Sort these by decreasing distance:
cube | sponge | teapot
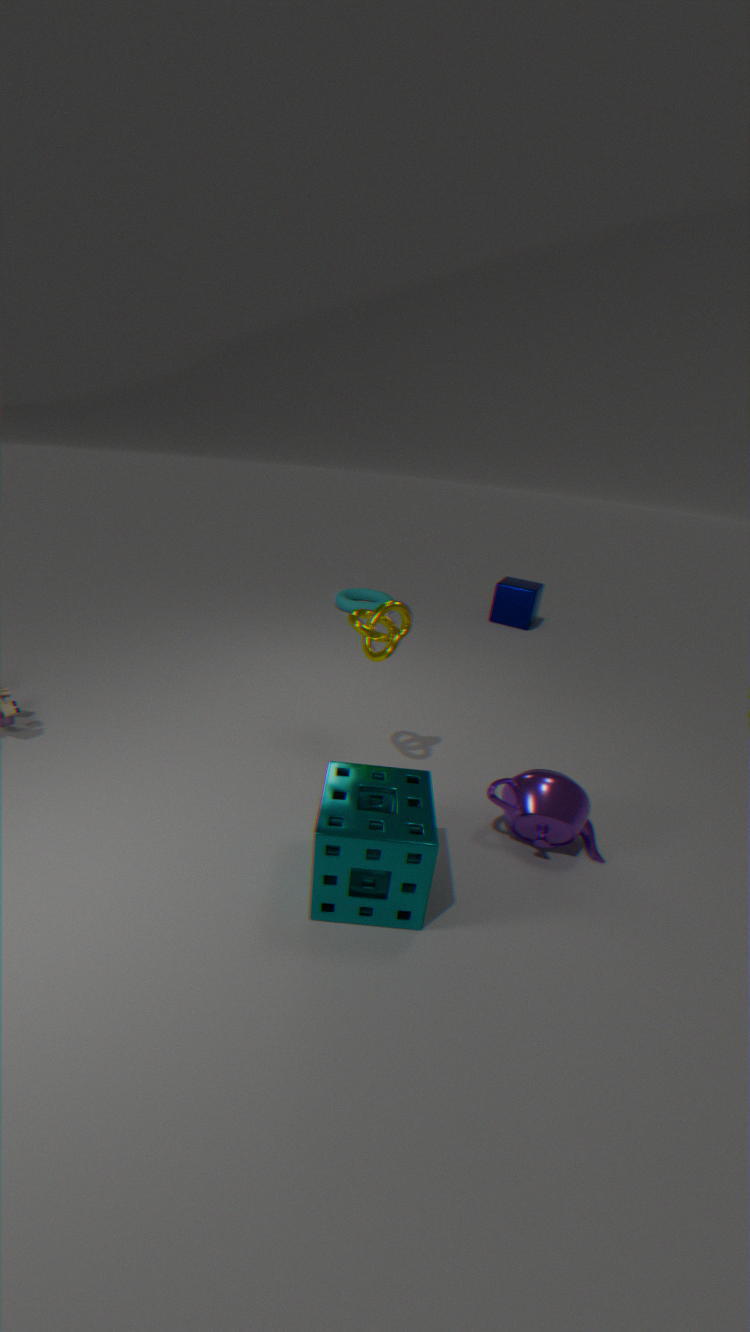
1. cube
2. teapot
3. sponge
